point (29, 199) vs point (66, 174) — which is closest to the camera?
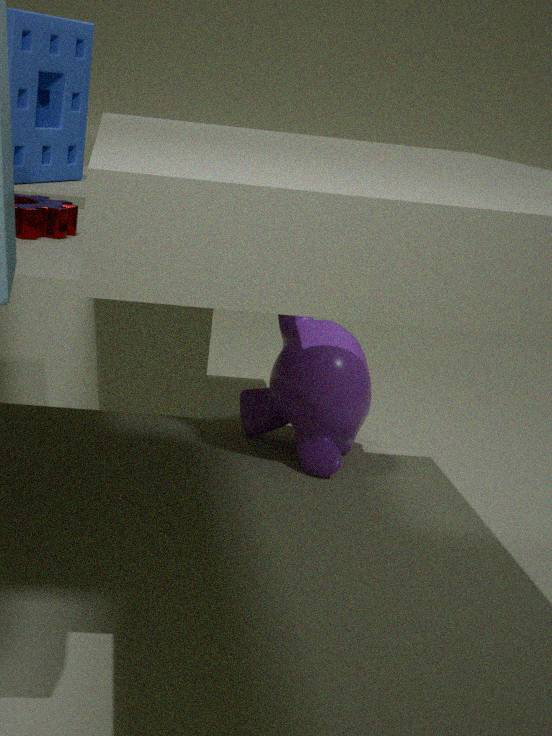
point (29, 199)
